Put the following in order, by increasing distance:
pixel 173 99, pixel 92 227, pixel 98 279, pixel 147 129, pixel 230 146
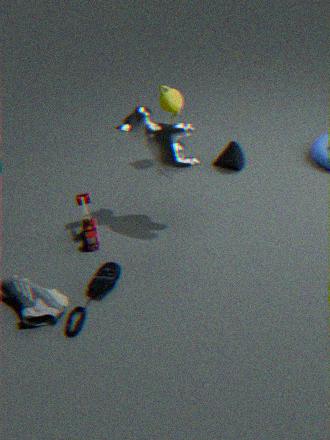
pixel 98 279 → pixel 147 129 → pixel 92 227 → pixel 173 99 → pixel 230 146
